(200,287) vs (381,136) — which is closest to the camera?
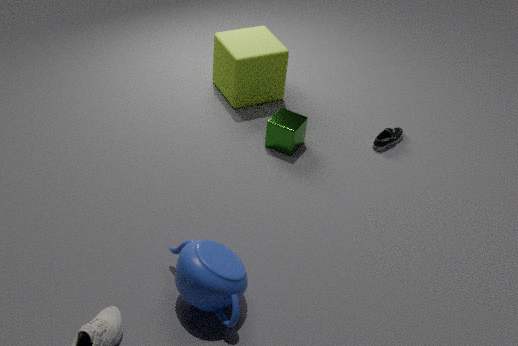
(200,287)
